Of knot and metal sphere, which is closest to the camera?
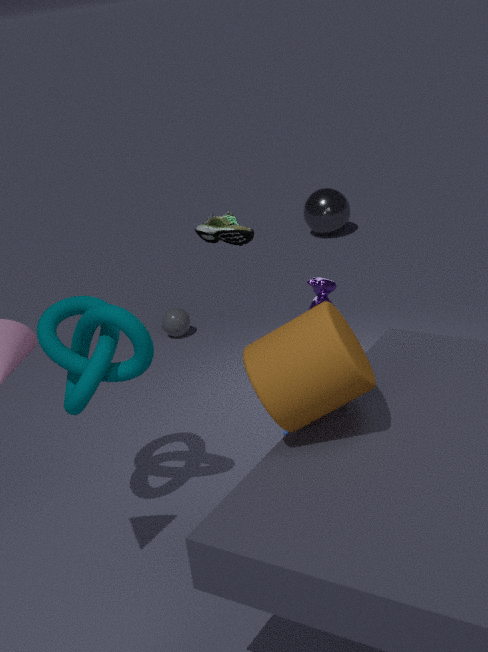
knot
